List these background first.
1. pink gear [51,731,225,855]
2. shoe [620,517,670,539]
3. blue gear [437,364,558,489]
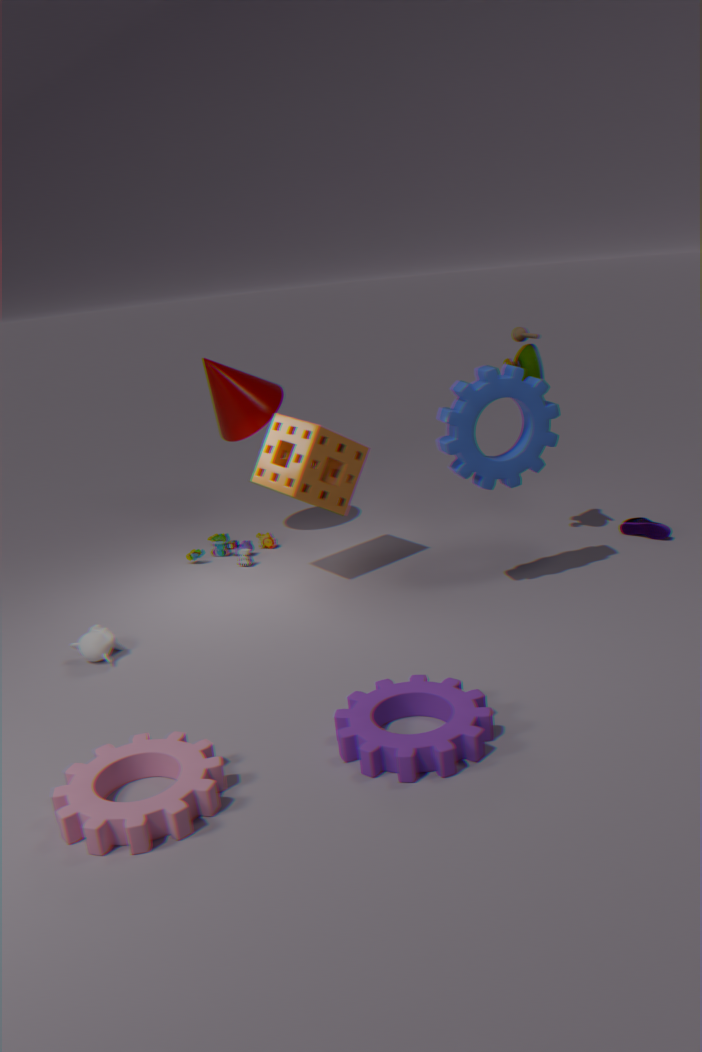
shoe [620,517,670,539], blue gear [437,364,558,489], pink gear [51,731,225,855]
